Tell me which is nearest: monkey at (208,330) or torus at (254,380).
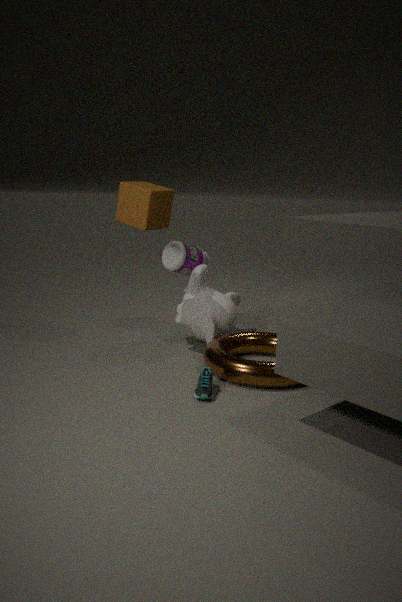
torus at (254,380)
